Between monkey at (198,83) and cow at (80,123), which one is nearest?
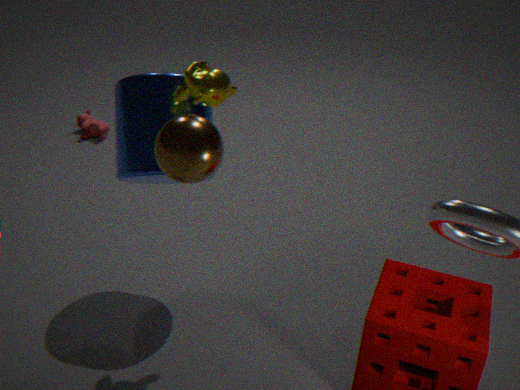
monkey at (198,83)
